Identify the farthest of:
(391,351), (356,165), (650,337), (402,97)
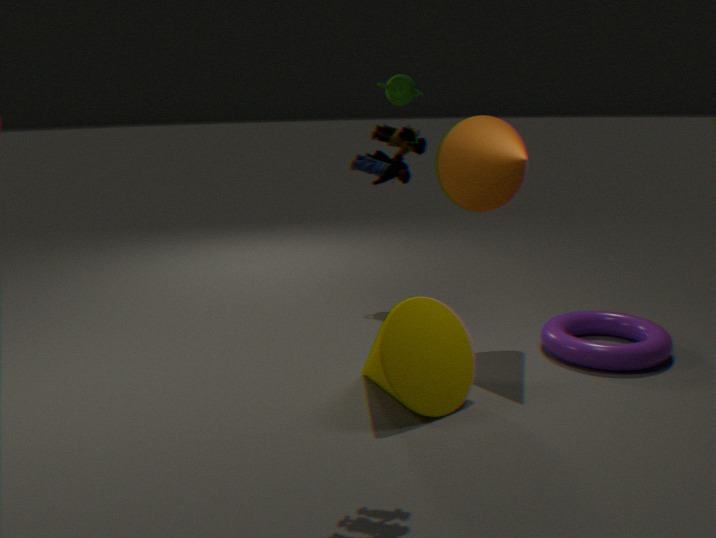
(402,97)
